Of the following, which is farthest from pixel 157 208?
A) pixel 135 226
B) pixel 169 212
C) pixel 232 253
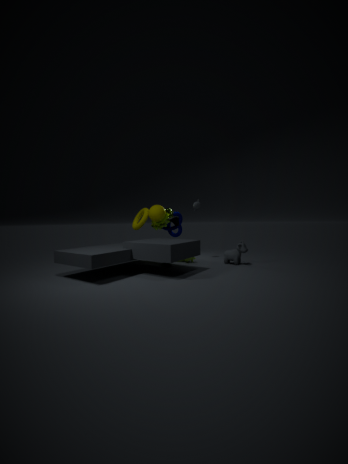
pixel 232 253
